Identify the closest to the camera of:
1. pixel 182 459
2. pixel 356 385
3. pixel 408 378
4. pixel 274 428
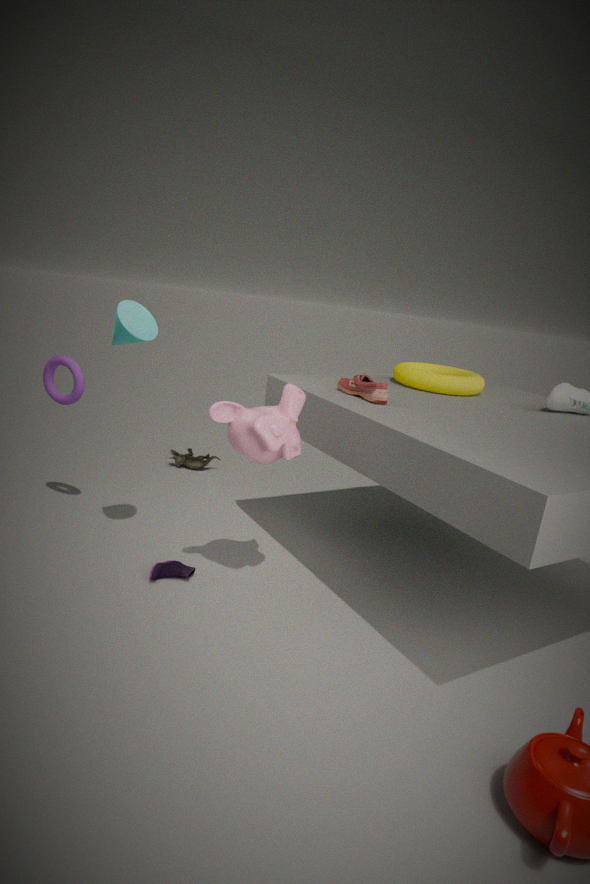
pixel 274 428
